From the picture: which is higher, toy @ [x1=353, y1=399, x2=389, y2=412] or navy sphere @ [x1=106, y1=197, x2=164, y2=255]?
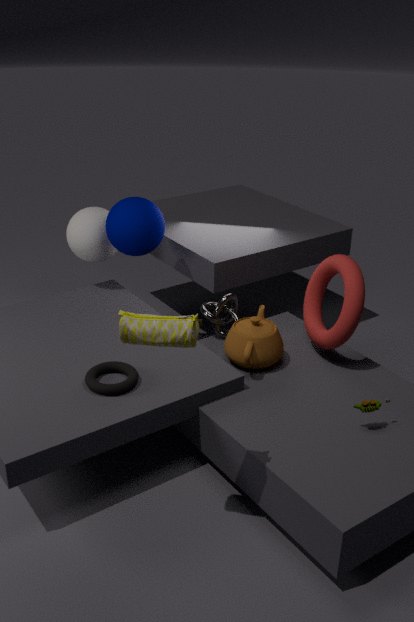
navy sphere @ [x1=106, y1=197, x2=164, y2=255]
